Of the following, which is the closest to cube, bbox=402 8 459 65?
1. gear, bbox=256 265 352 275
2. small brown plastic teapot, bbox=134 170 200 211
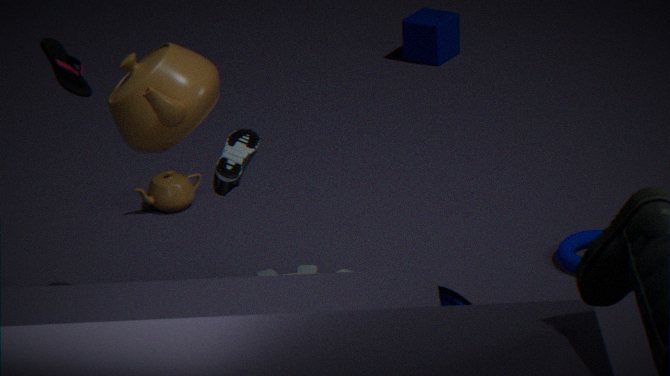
small brown plastic teapot, bbox=134 170 200 211
